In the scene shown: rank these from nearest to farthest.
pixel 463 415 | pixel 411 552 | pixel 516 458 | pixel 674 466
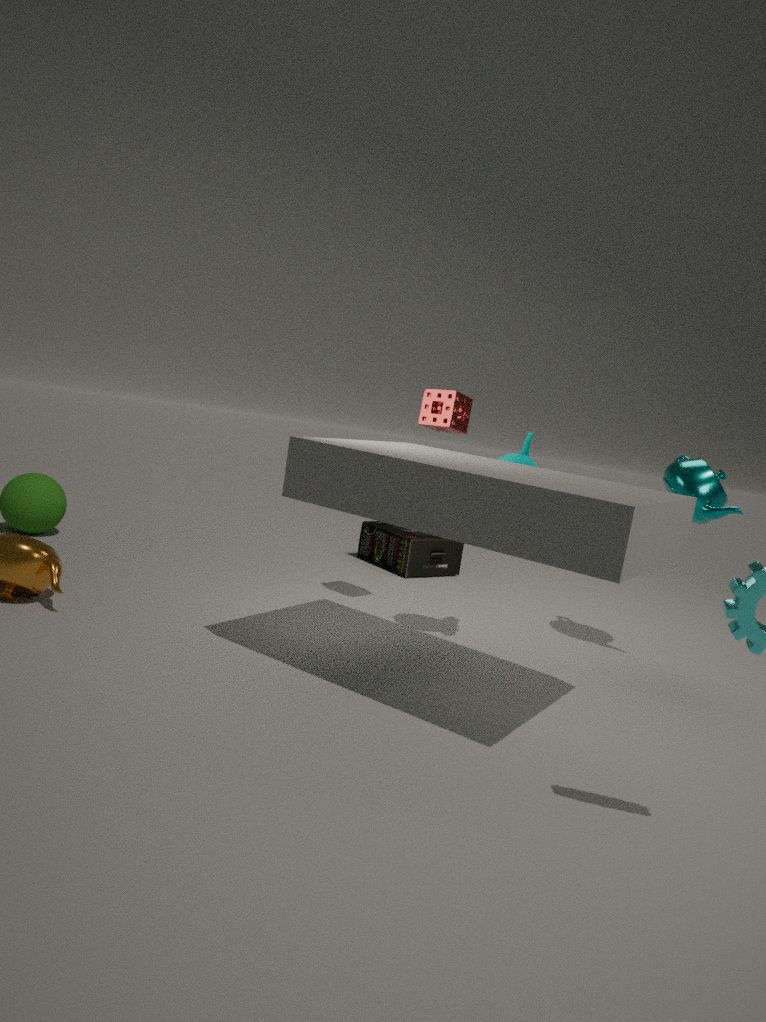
pixel 516 458 < pixel 674 466 < pixel 463 415 < pixel 411 552
